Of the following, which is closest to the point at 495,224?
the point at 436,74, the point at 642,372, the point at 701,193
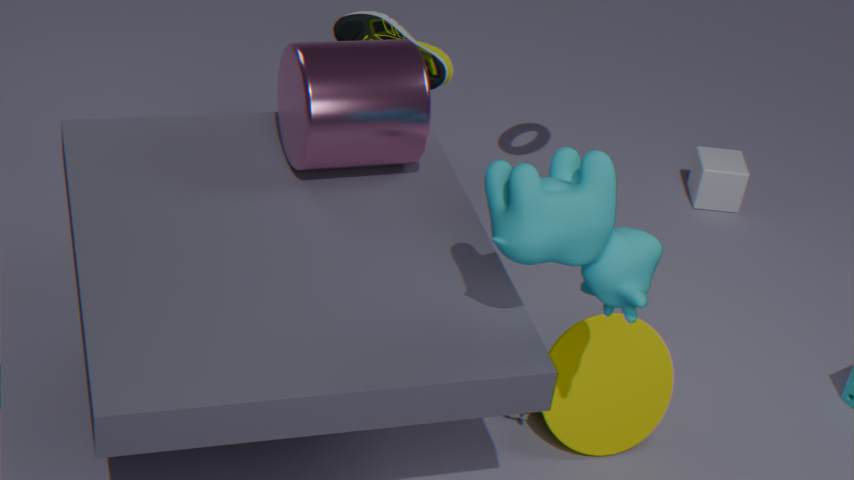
the point at 642,372
